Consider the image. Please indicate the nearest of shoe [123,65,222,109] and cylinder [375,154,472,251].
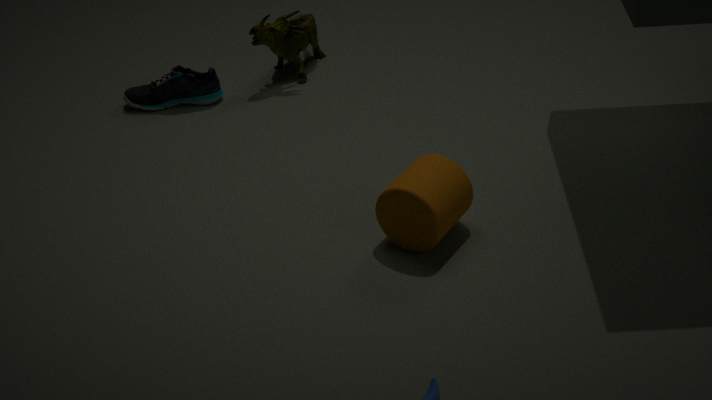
cylinder [375,154,472,251]
